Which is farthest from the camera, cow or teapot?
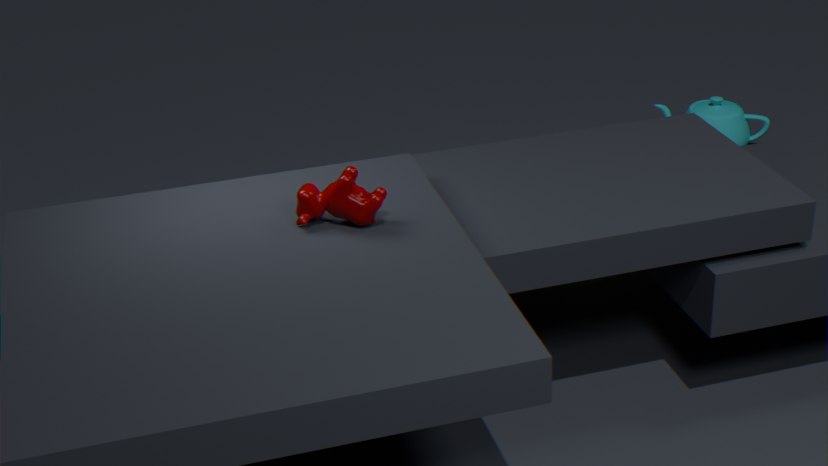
teapot
